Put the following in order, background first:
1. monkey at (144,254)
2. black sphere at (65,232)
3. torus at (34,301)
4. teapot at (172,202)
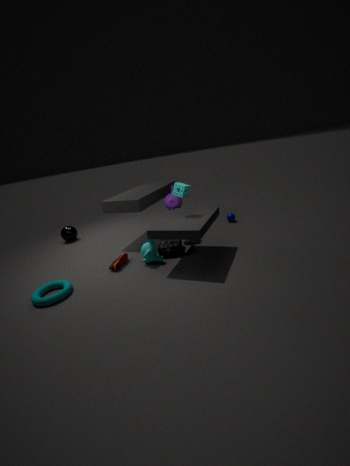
1. black sphere at (65,232)
2. teapot at (172,202)
3. monkey at (144,254)
4. torus at (34,301)
